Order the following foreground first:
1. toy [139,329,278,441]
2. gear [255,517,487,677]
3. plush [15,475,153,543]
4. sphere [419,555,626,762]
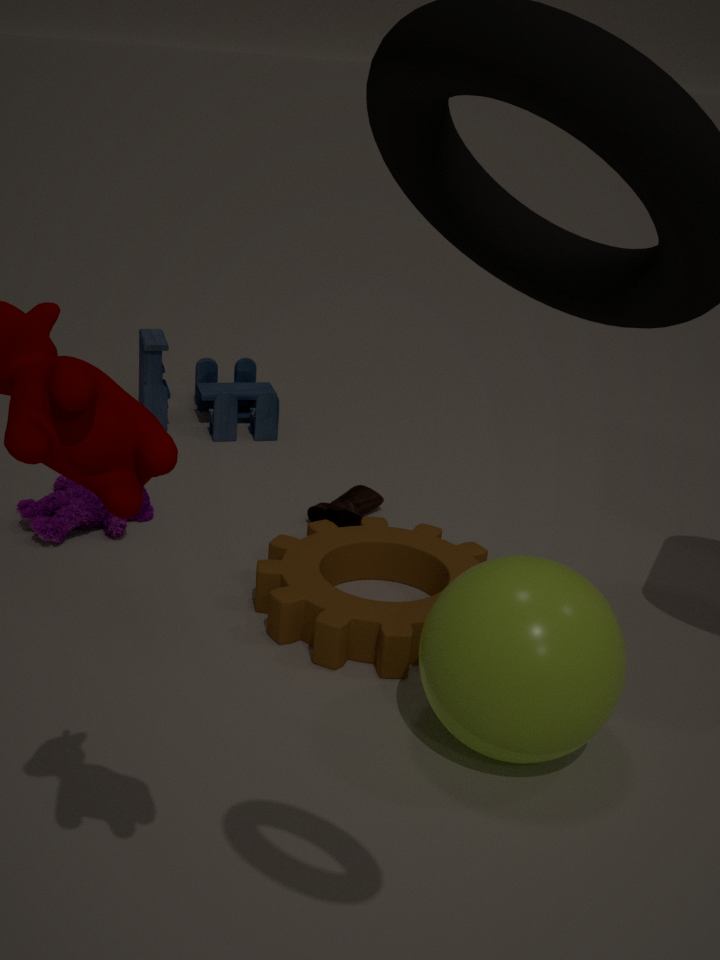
1. sphere [419,555,626,762]
2. gear [255,517,487,677]
3. plush [15,475,153,543]
4. toy [139,329,278,441]
